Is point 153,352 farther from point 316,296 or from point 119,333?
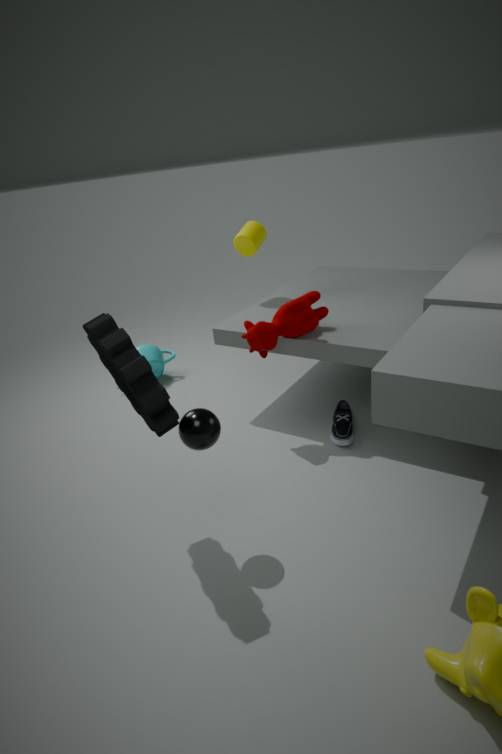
point 119,333
